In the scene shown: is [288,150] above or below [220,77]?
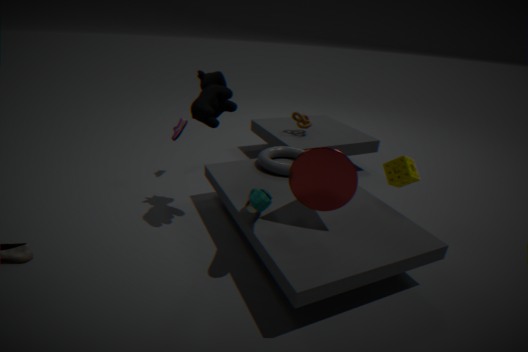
below
